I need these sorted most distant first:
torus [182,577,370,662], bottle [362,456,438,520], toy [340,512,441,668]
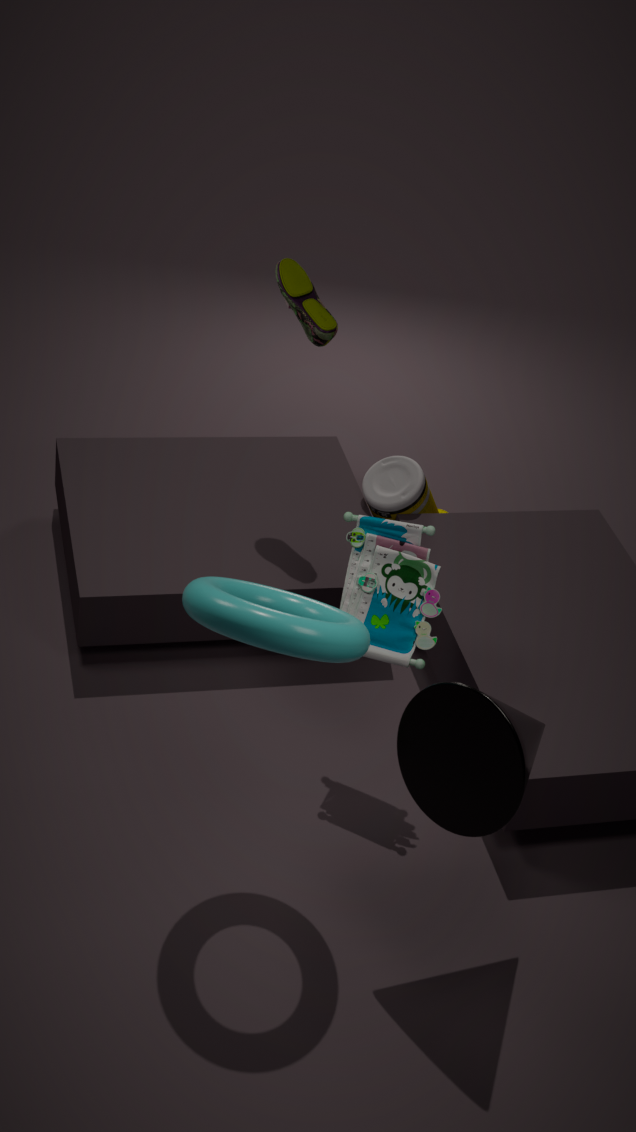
bottle [362,456,438,520] → toy [340,512,441,668] → torus [182,577,370,662]
